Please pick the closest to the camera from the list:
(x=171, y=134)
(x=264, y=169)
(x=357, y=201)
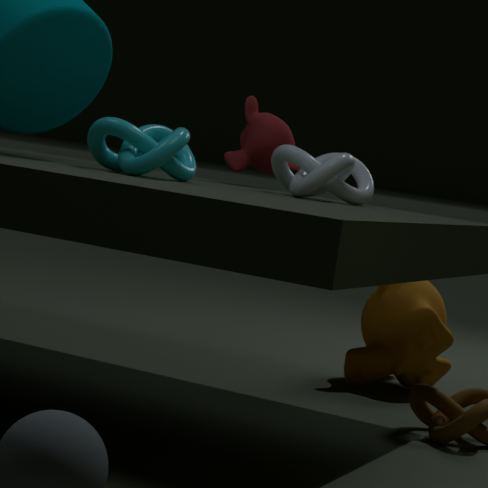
(x=171, y=134)
